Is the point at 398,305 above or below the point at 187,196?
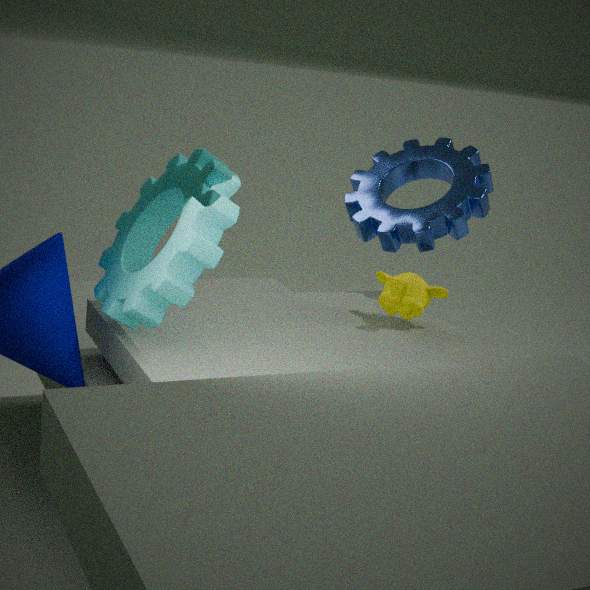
below
